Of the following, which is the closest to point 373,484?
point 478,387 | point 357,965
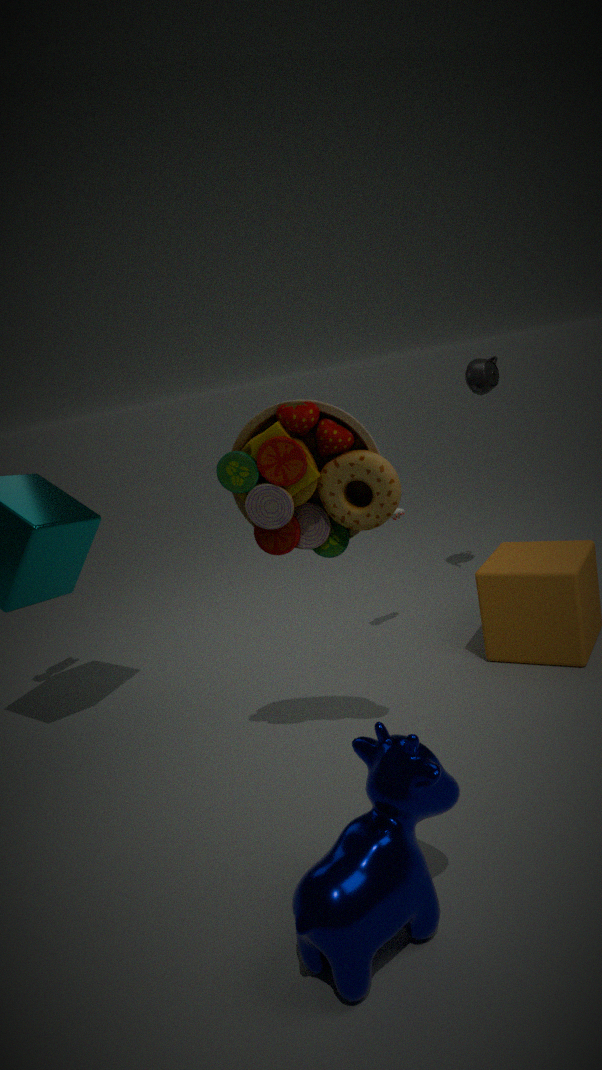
point 357,965
